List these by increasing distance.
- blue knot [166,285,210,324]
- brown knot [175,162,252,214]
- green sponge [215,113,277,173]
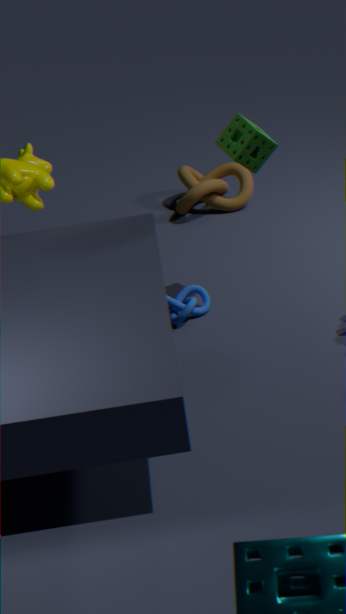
green sponge [215,113,277,173]
blue knot [166,285,210,324]
brown knot [175,162,252,214]
